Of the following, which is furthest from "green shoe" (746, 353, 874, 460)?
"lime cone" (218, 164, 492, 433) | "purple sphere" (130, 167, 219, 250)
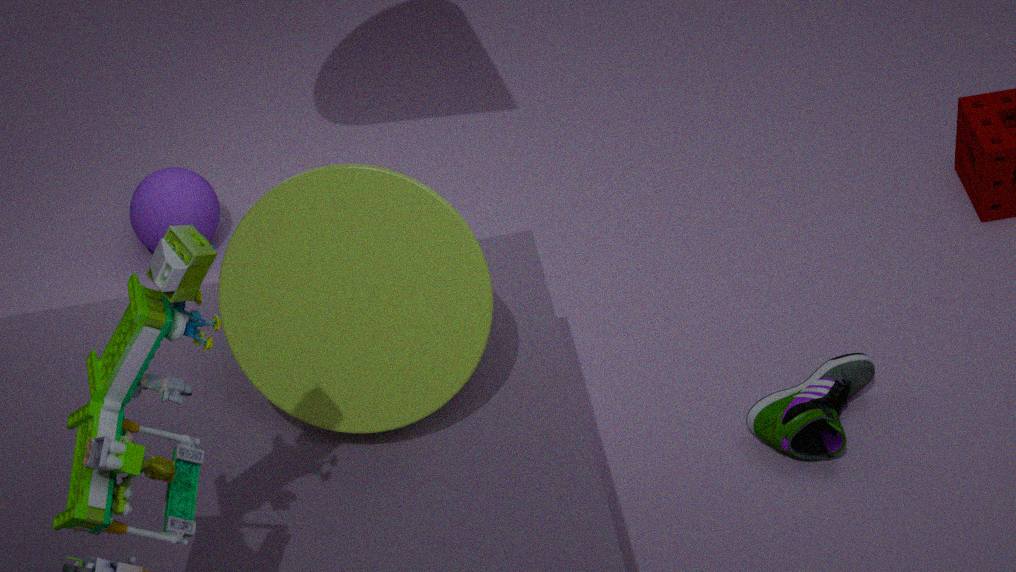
"purple sphere" (130, 167, 219, 250)
